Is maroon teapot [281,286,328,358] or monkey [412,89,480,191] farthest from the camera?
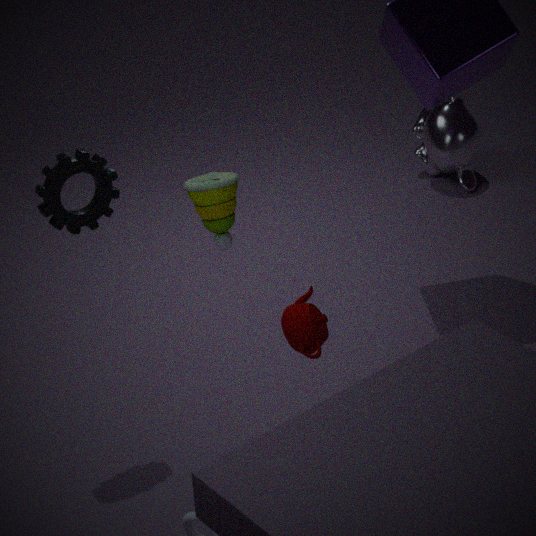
monkey [412,89,480,191]
